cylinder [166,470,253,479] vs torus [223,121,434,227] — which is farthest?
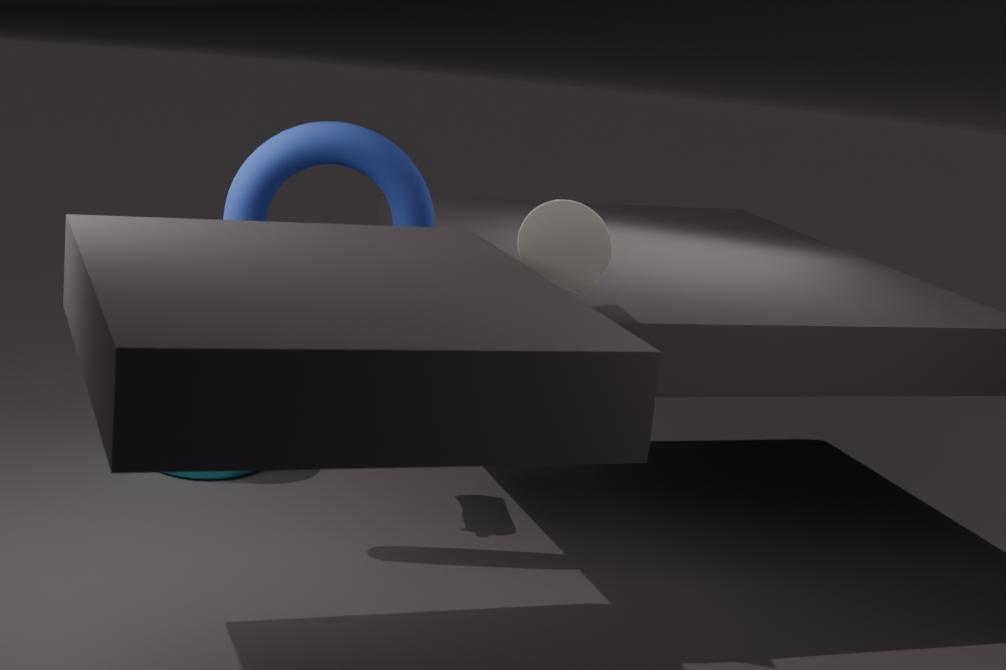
cylinder [166,470,253,479]
